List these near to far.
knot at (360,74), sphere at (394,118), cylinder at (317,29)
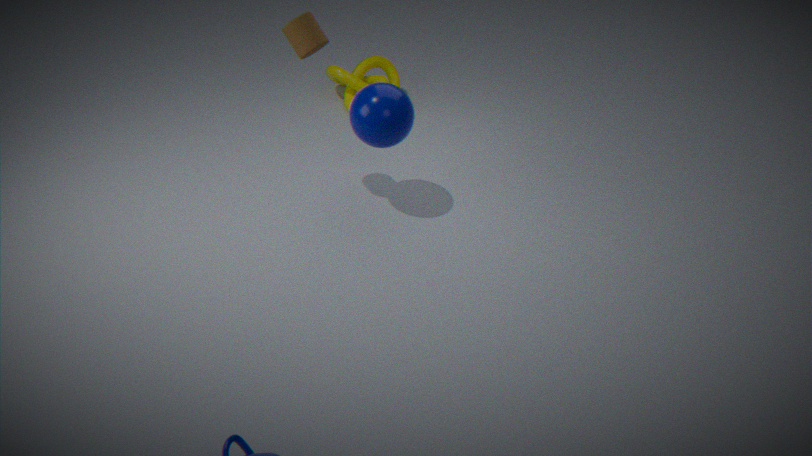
cylinder at (317,29) < sphere at (394,118) < knot at (360,74)
